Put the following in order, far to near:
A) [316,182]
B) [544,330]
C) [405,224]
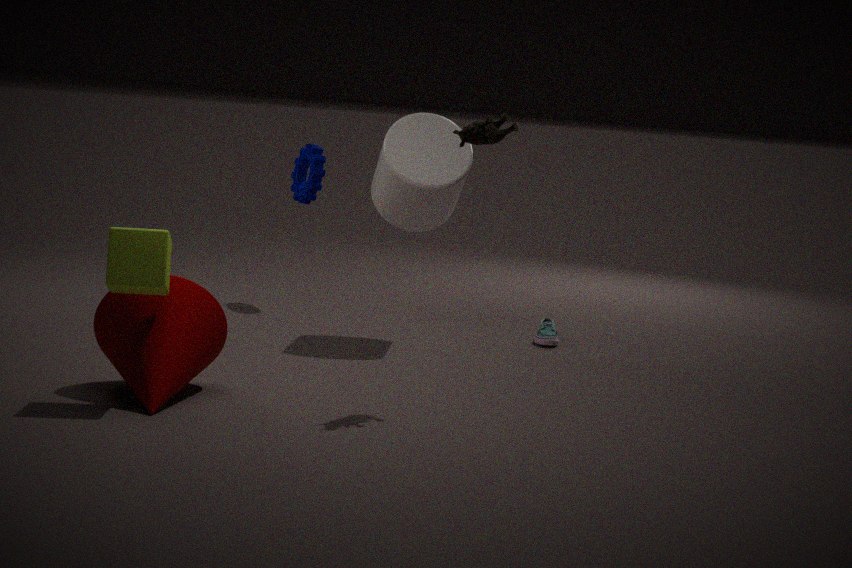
[316,182] → [544,330] → [405,224]
